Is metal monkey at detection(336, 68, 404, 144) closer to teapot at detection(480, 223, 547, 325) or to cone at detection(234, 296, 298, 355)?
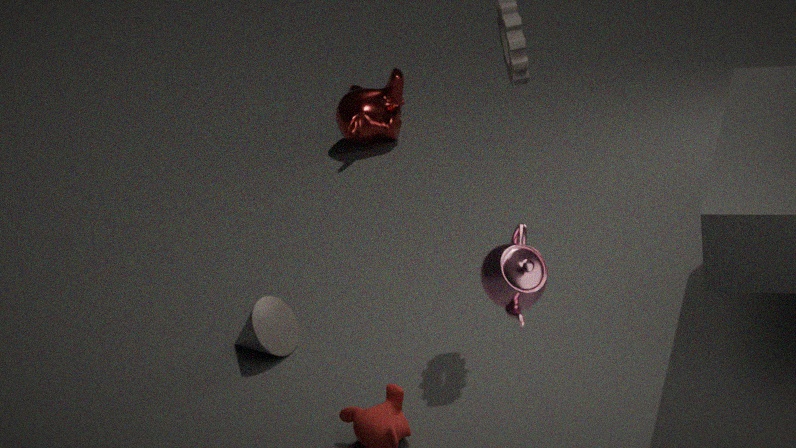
cone at detection(234, 296, 298, 355)
